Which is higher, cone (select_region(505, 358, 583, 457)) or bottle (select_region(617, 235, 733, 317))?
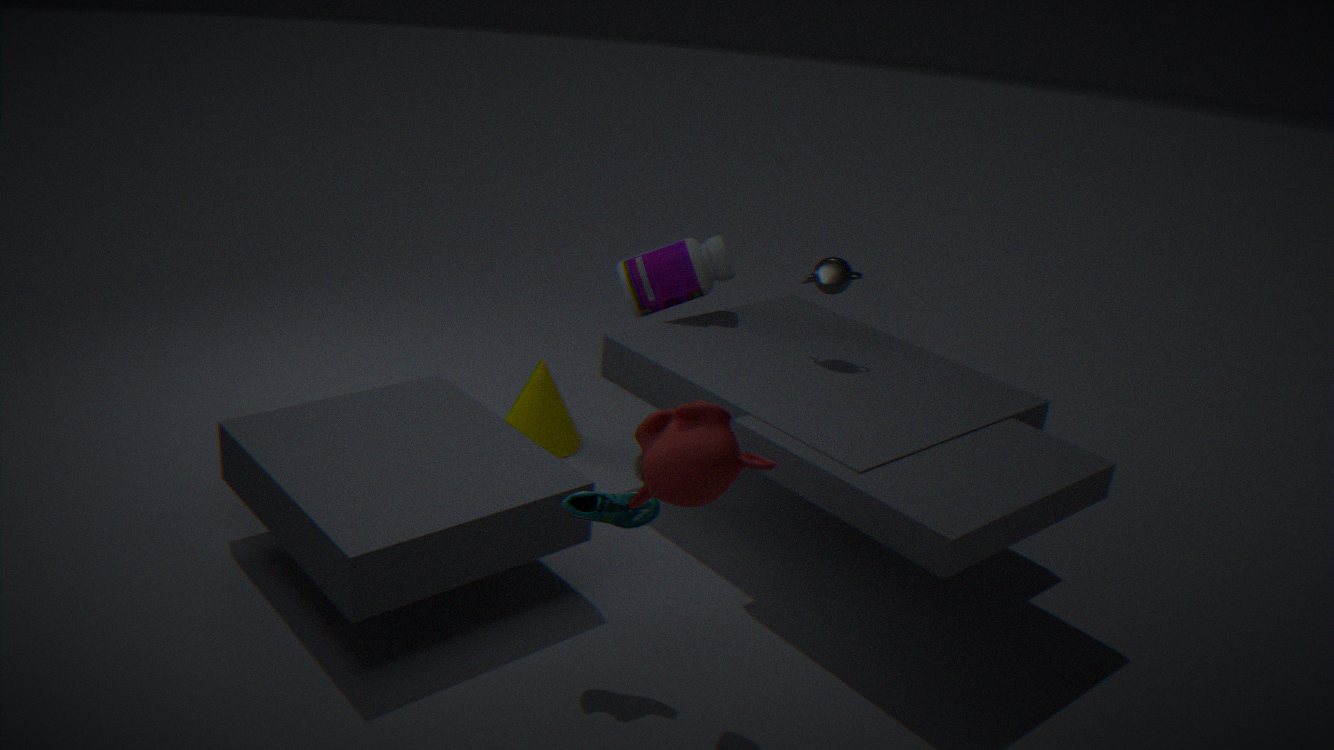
bottle (select_region(617, 235, 733, 317))
